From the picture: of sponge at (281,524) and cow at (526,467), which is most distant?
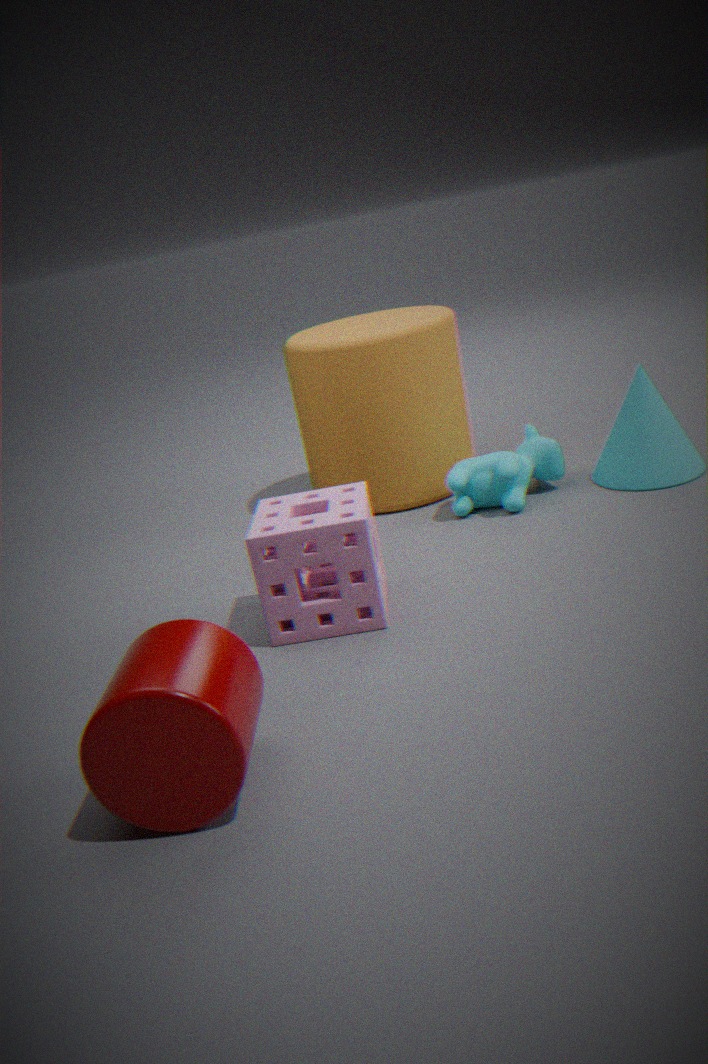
cow at (526,467)
